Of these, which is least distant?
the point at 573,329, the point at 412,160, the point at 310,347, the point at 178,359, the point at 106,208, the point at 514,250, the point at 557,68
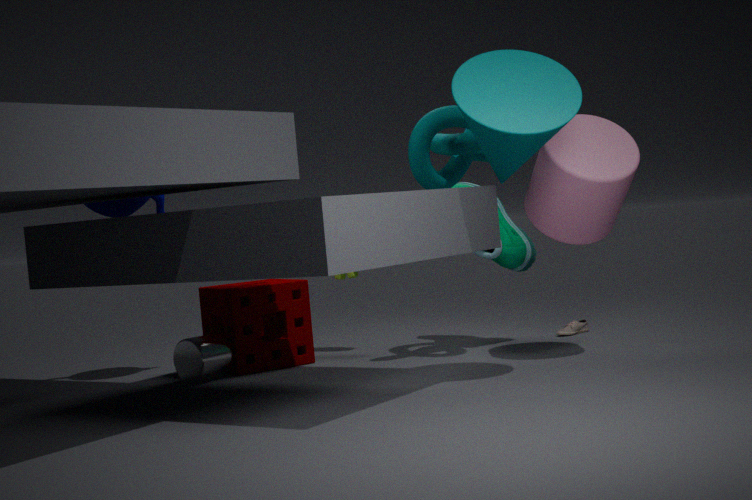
the point at 557,68
